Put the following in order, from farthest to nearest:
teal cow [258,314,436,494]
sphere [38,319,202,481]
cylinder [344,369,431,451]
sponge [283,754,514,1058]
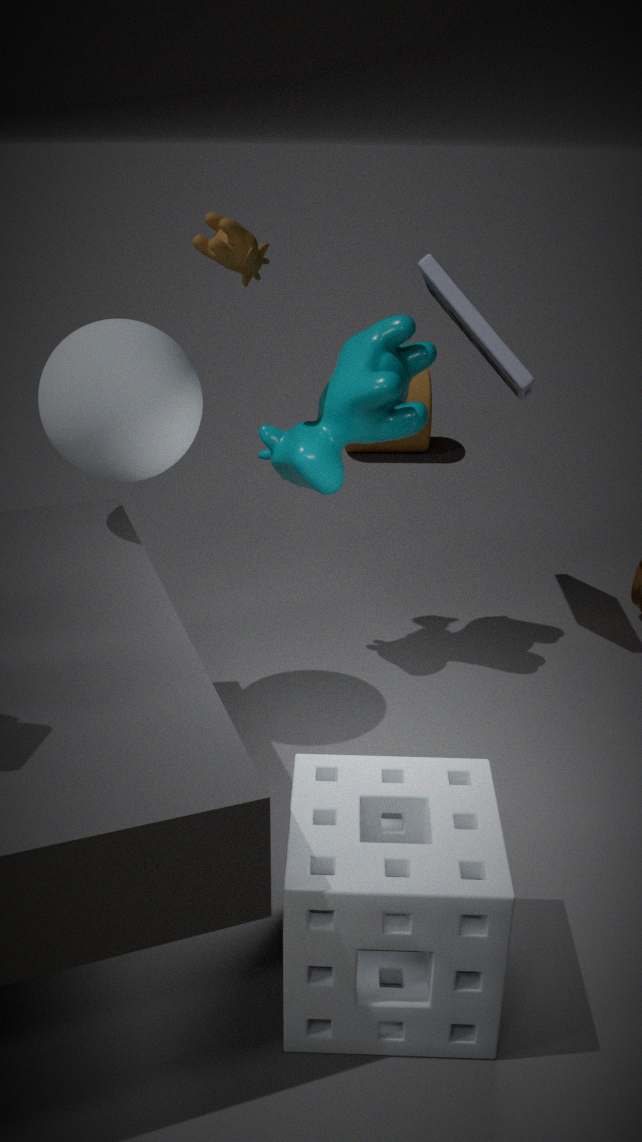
cylinder [344,369,431,451] < teal cow [258,314,436,494] < sphere [38,319,202,481] < sponge [283,754,514,1058]
